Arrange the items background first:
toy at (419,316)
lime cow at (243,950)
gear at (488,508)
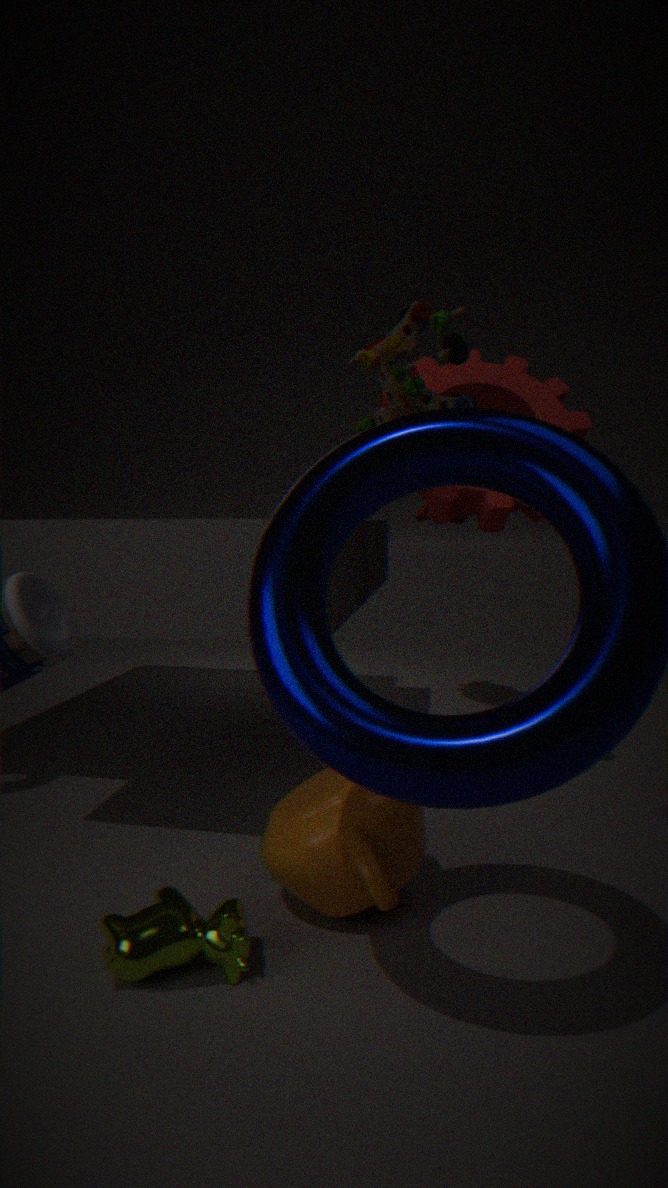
1. gear at (488,508)
2. toy at (419,316)
3. lime cow at (243,950)
